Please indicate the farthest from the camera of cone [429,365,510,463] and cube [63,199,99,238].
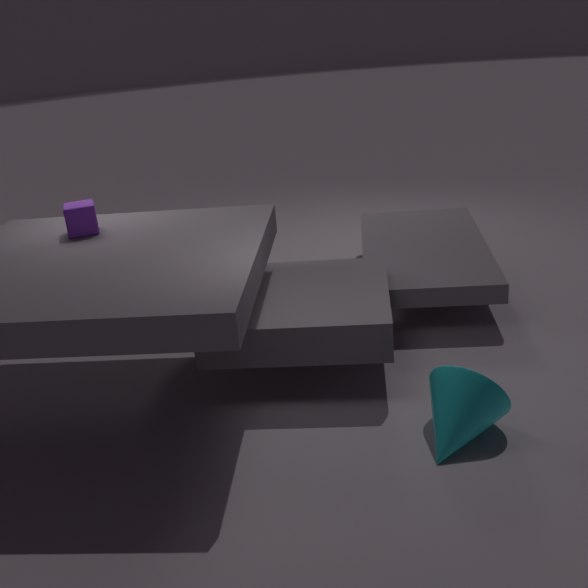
cube [63,199,99,238]
